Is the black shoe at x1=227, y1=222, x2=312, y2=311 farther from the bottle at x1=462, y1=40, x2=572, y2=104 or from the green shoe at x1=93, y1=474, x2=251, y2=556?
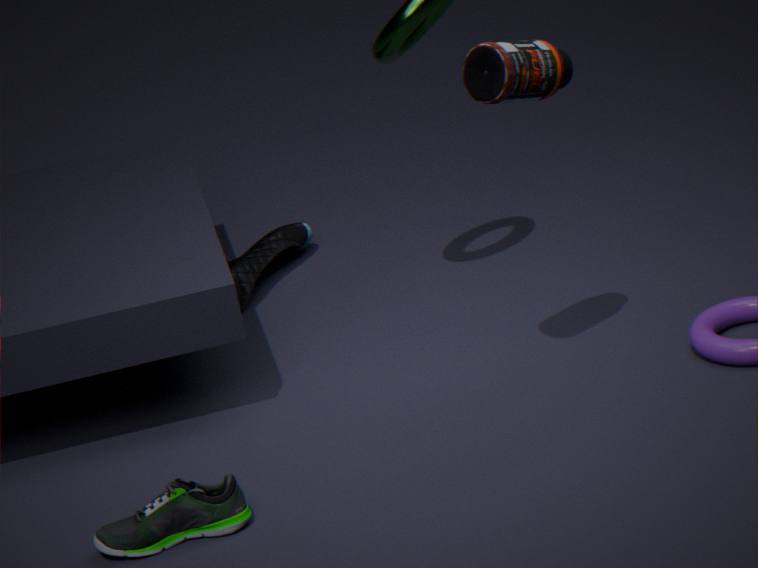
the bottle at x1=462, y1=40, x2=572, y2=104
